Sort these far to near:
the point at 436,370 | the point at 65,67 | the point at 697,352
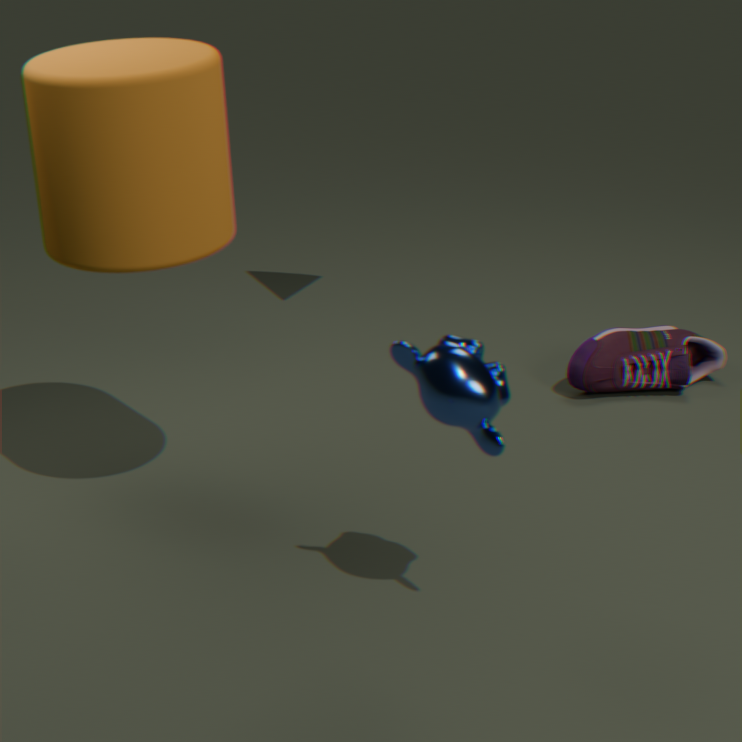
the point at 697,352, the point at 65,67, the point at 436,370
